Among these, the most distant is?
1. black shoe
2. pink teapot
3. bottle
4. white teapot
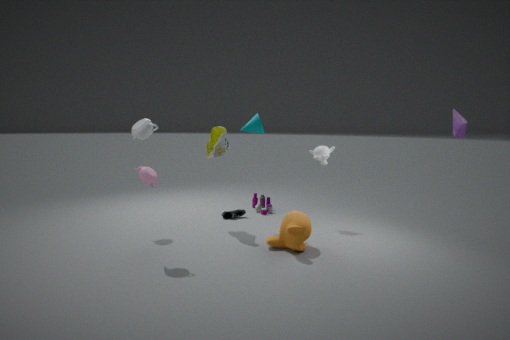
black shoe
